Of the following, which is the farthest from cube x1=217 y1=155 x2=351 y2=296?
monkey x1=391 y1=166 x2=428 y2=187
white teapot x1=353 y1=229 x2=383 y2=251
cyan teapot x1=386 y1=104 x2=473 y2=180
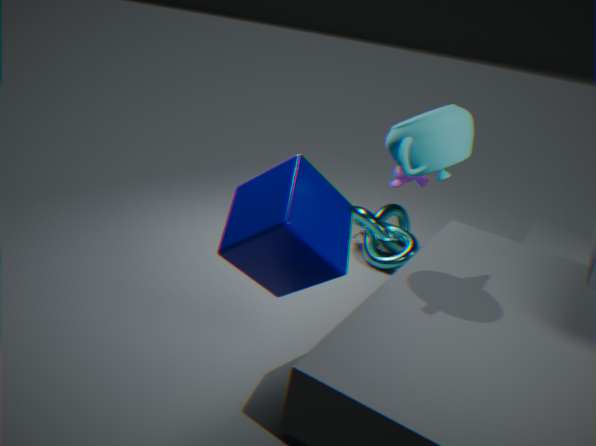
white teapot x1=353 y1=229 x2=383 y2=251
